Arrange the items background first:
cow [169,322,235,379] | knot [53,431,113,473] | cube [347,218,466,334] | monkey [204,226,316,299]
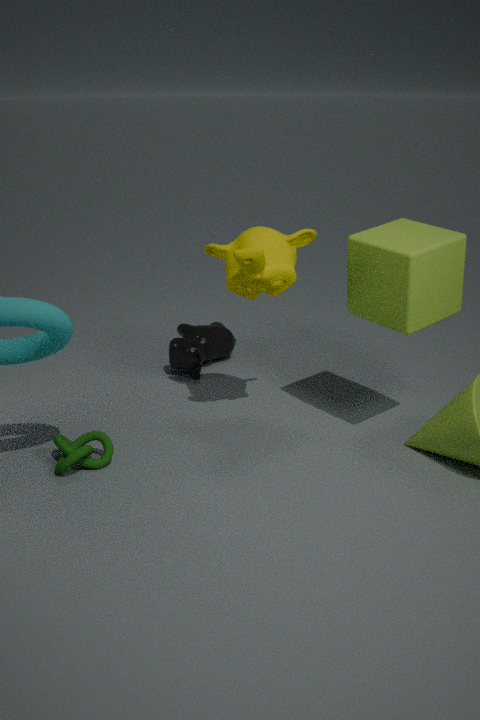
cow [169,322,235,379] < monkey [204,226,316,299] < knot [53,431,113,473] < cube [347,218,466,334]
